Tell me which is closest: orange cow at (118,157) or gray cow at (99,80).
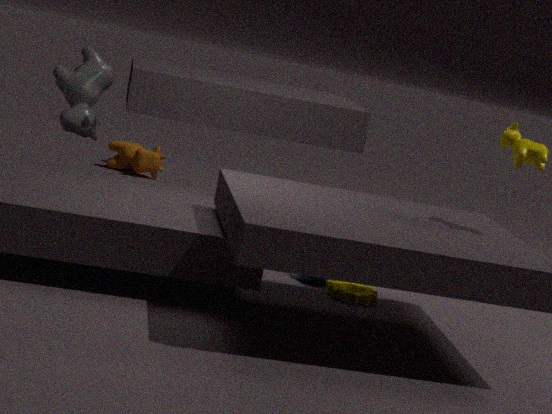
gray cow at (99,80)
